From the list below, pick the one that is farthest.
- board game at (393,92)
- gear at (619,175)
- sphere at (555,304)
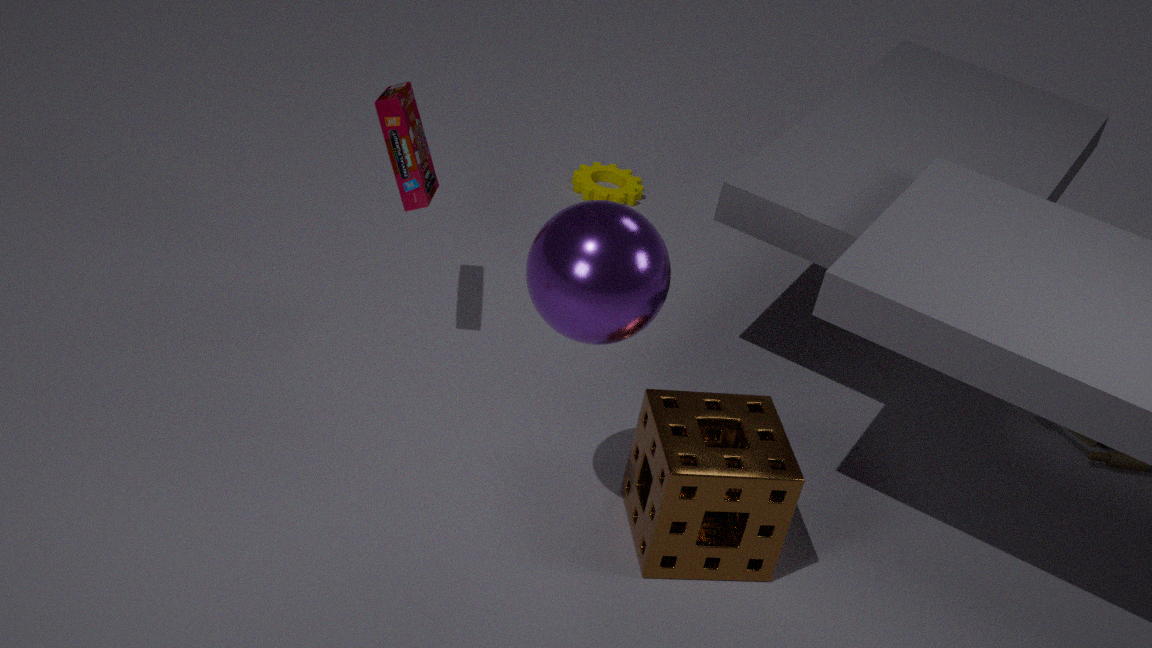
gear at (619,175)
